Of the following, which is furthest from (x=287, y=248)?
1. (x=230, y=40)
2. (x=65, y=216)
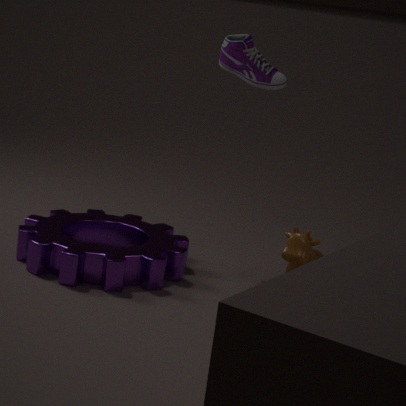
(x=230, y=40)
